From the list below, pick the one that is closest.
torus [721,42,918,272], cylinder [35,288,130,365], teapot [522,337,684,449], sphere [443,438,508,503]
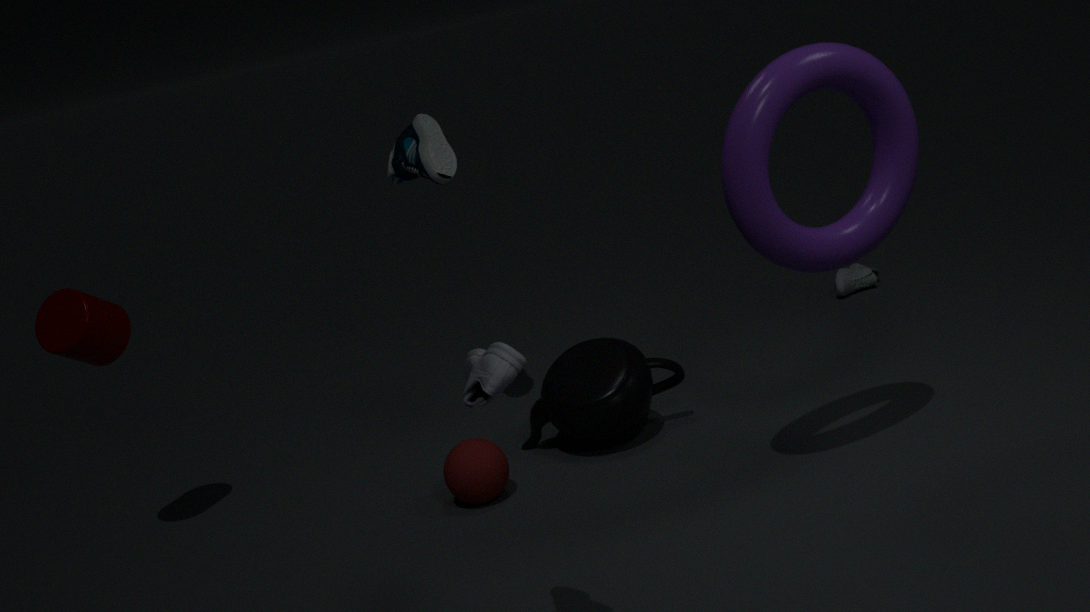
torus [721,42,918,272]
